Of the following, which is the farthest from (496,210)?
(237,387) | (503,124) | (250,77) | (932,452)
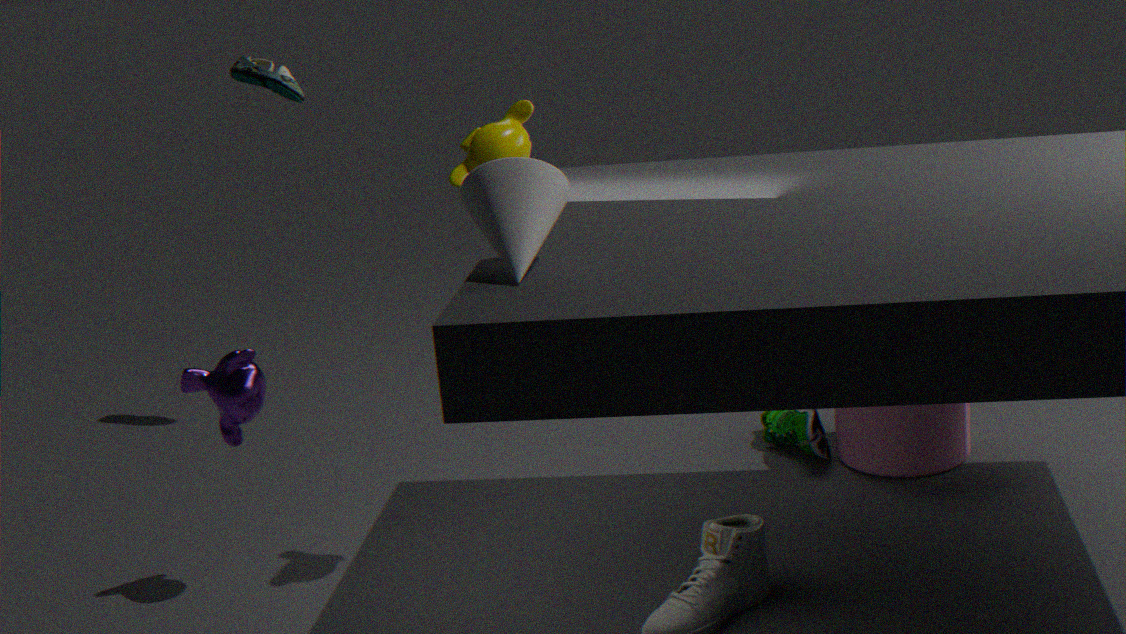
(250,77)
